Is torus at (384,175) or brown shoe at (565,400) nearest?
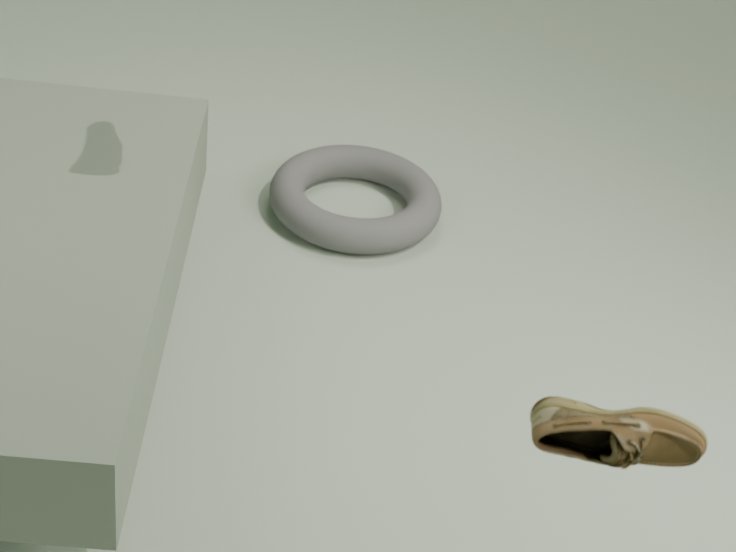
brown shoe at (565,400)
